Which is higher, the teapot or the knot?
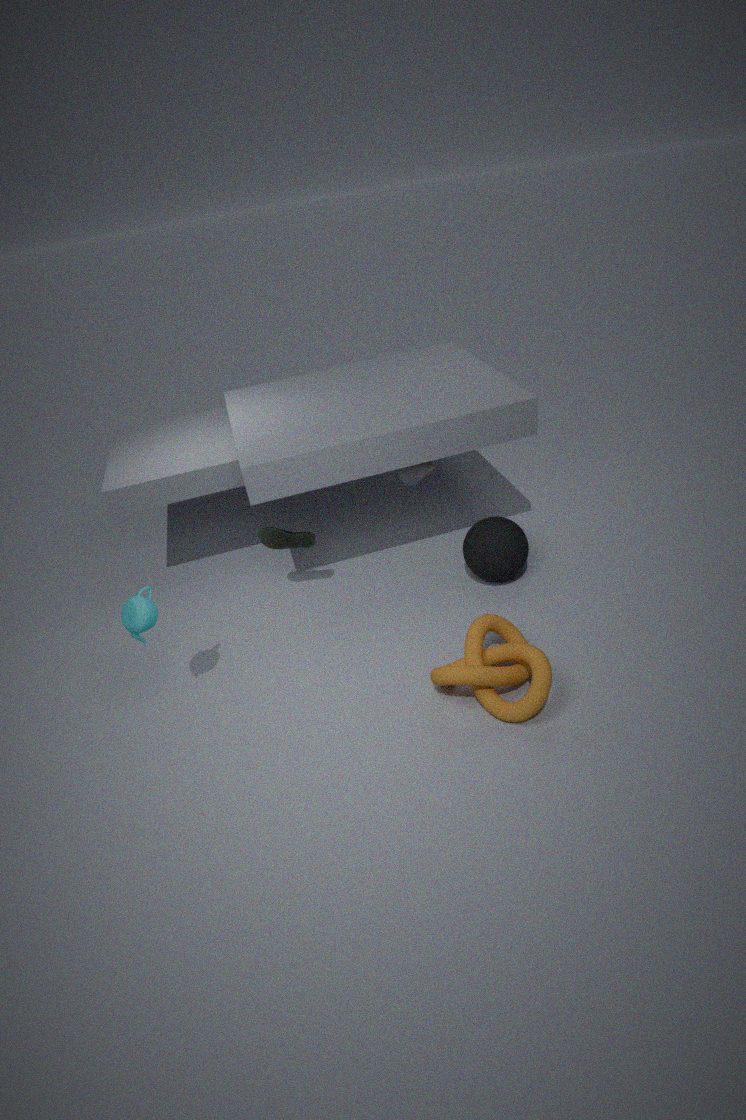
the teapot
